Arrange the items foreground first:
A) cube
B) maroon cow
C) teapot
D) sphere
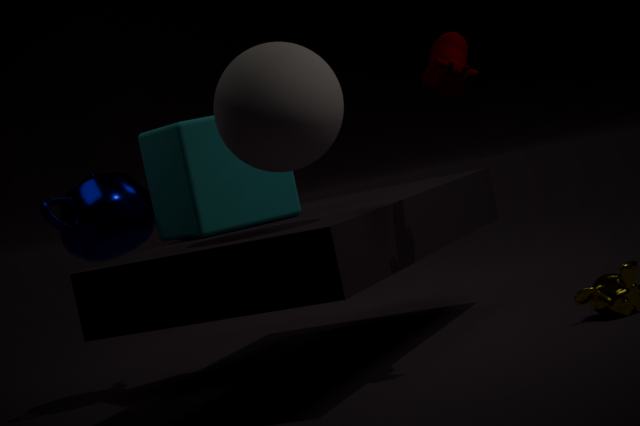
sphere < maroon cow < cube < teapot
